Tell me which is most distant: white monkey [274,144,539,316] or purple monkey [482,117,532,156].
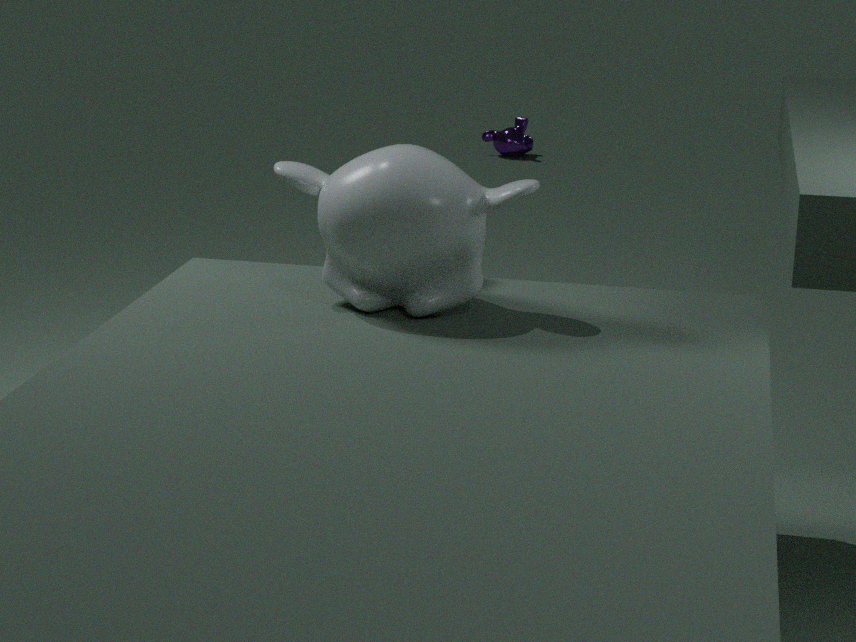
purple monkey [482,117,532,156]
